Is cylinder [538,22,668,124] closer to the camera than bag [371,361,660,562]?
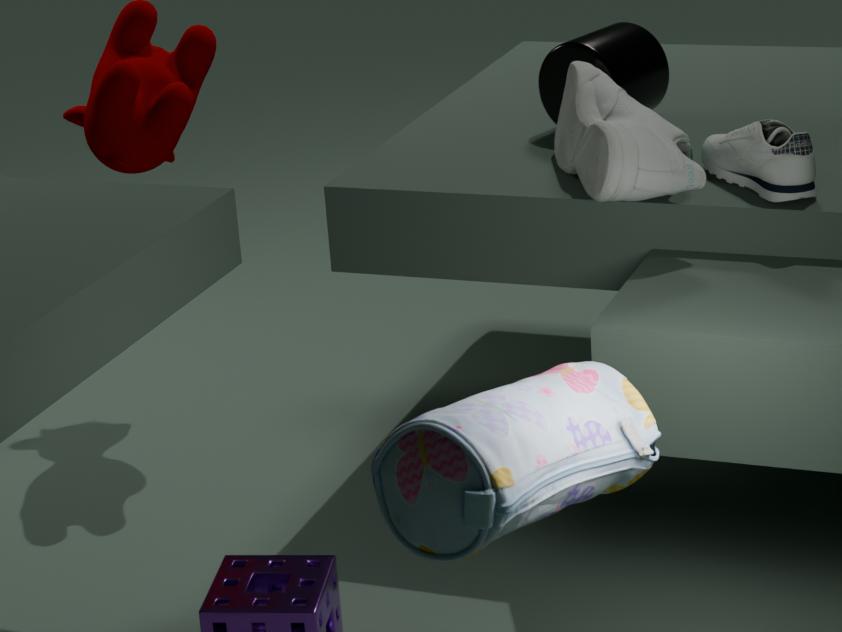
No
